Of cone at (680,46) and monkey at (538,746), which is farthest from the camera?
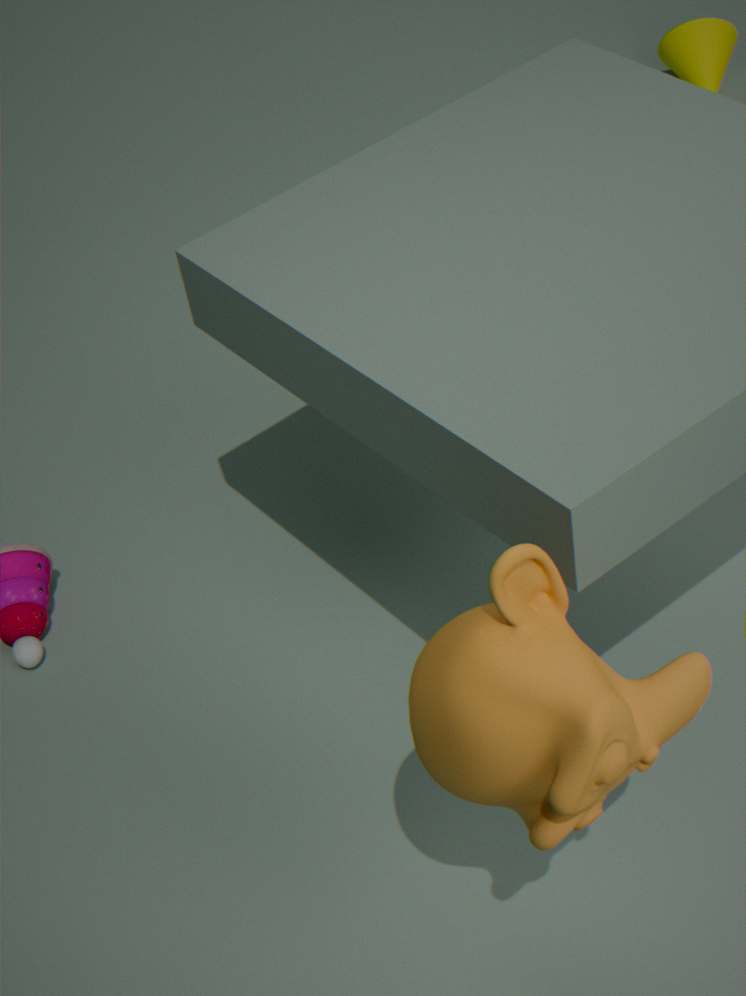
cone at (680,46)
